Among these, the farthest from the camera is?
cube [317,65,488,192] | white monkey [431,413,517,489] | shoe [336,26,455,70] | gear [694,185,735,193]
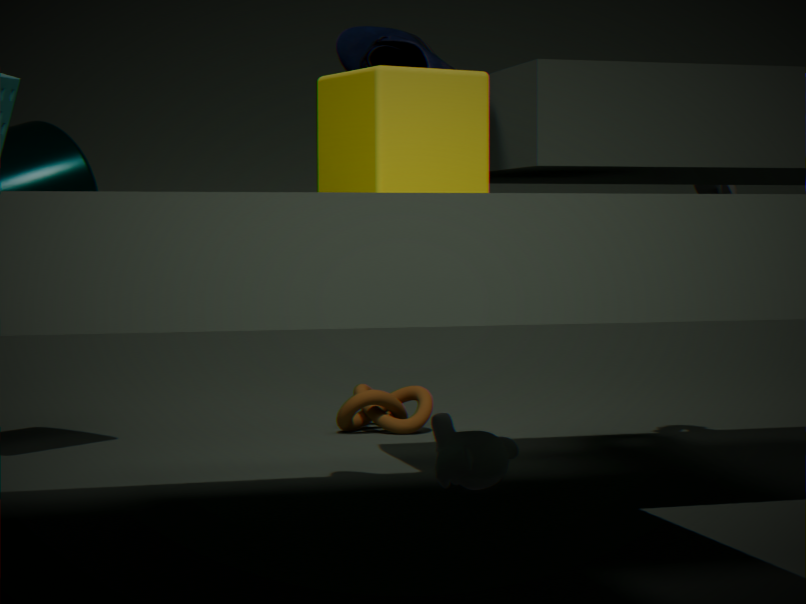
gear [694,185,735,193]
